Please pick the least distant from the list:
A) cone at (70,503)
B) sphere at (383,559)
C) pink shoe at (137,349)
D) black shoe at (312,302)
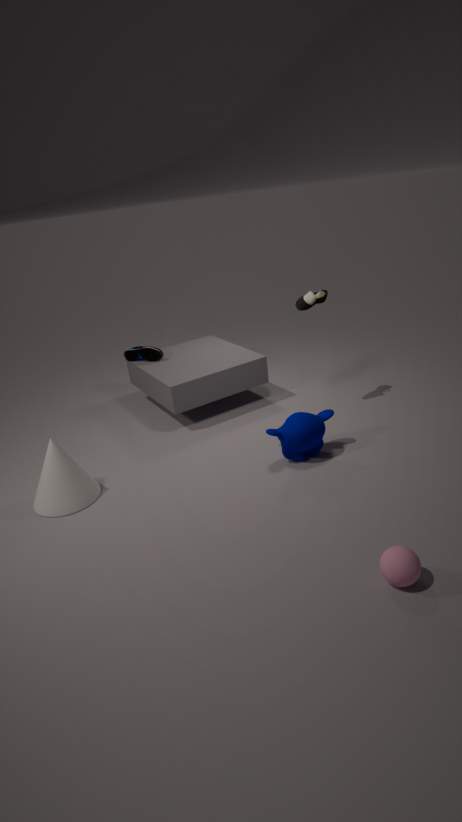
sphere at (383,559)
